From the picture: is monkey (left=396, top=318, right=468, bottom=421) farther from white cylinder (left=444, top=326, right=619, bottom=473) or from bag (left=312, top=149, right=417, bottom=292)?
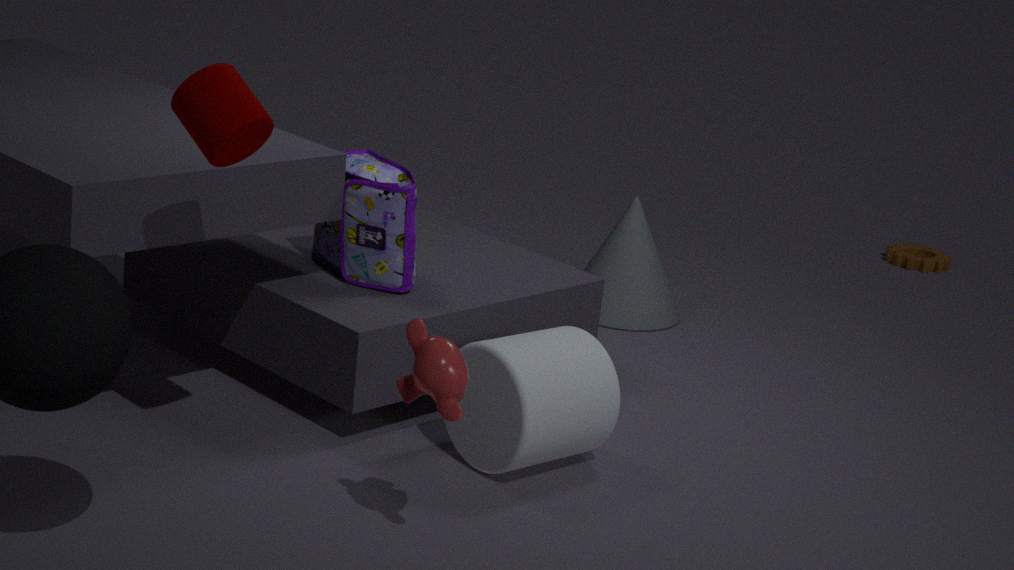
bag (left=312, top=149, right=417, bottom=292)
